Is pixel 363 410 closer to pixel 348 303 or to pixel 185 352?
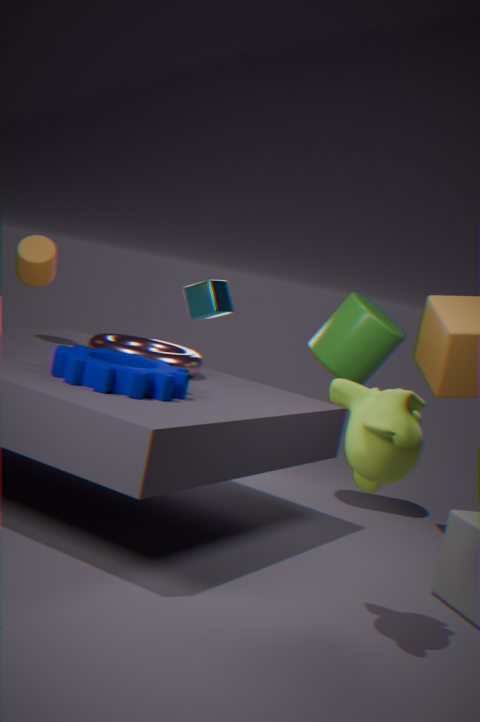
pixel 185 352
